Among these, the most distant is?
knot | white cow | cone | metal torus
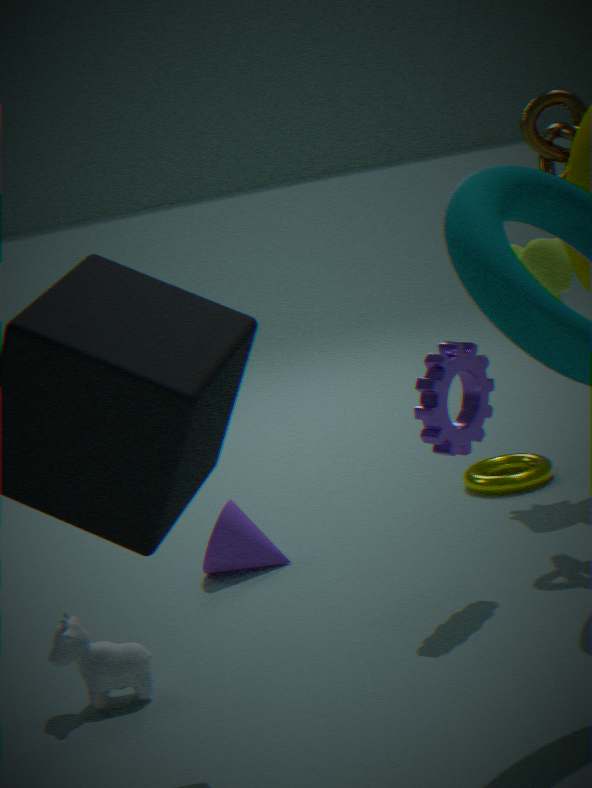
metal torus
